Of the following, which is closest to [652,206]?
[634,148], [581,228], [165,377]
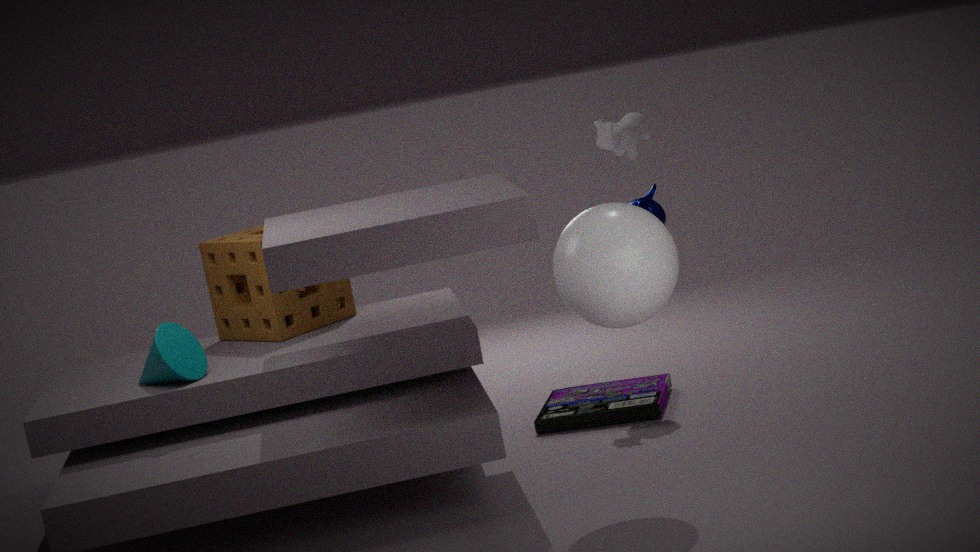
[634,148]
